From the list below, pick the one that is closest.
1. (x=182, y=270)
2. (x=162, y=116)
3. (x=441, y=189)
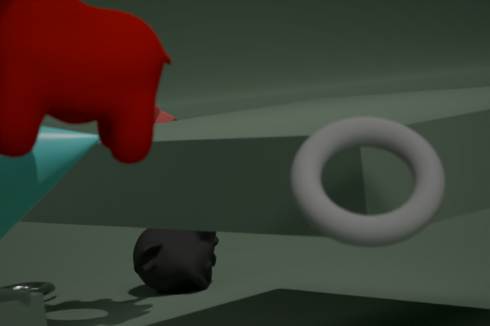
(x=441, y=189)
